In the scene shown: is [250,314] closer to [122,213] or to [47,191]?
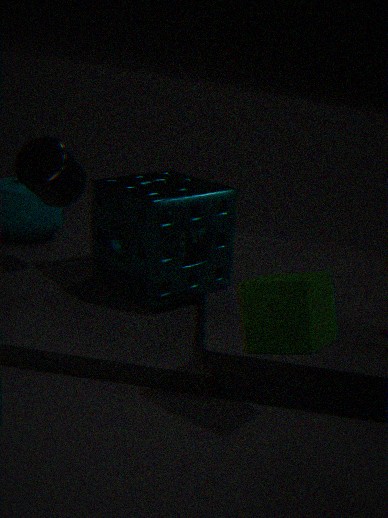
[122,213]
